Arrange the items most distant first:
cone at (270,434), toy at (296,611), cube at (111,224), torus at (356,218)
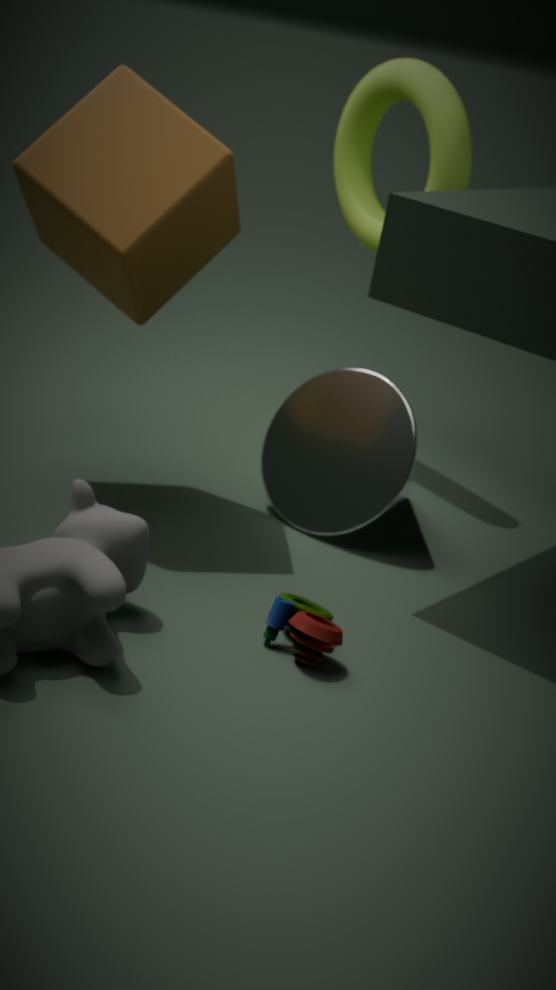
torus at (356,218) < cone at (270,434) < cube at (111,224) < toy at (296,611)
